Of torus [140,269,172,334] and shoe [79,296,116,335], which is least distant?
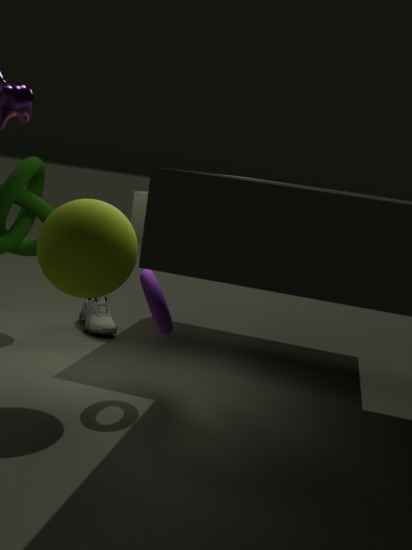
torus [140,269,172,334]
